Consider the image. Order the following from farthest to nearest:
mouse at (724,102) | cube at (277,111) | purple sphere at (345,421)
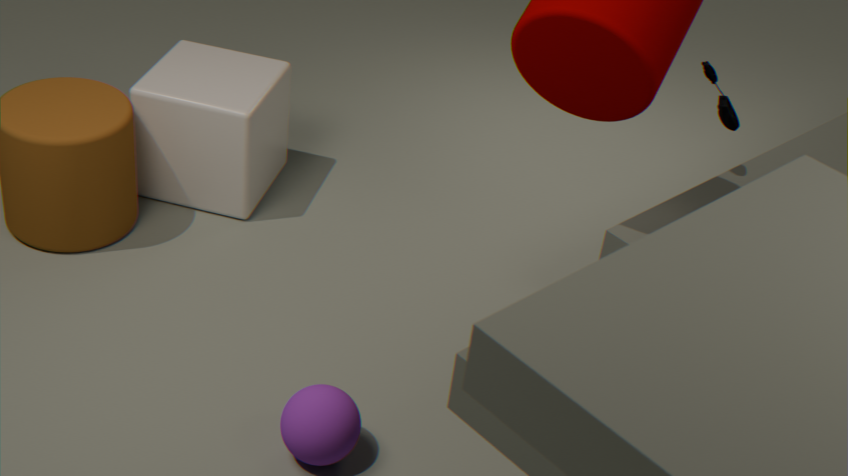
cube at (277,111)
mouse at (724,102)
purple sphere at (345,421)
